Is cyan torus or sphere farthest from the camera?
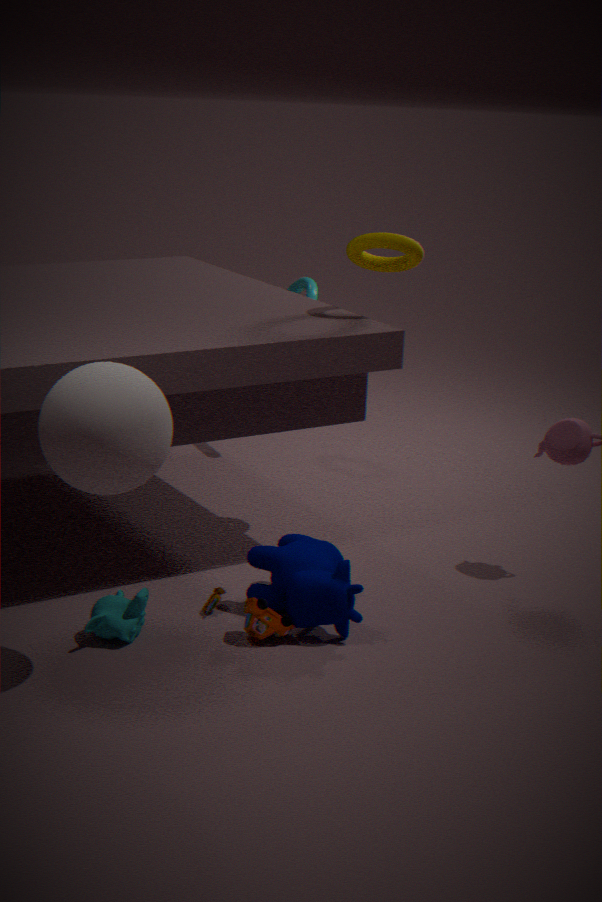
cyan torus
